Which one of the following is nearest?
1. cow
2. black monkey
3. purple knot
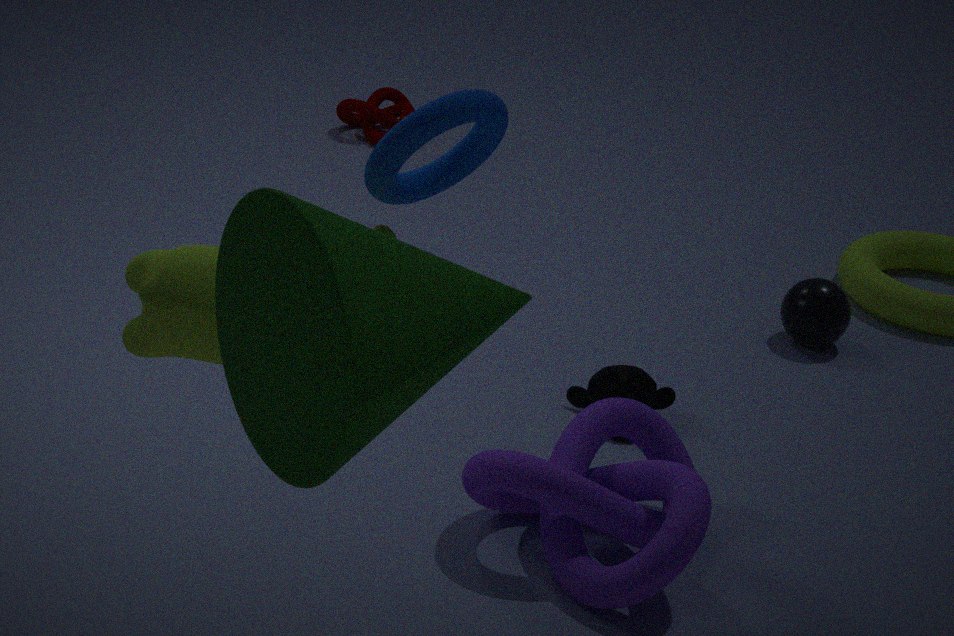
cow
